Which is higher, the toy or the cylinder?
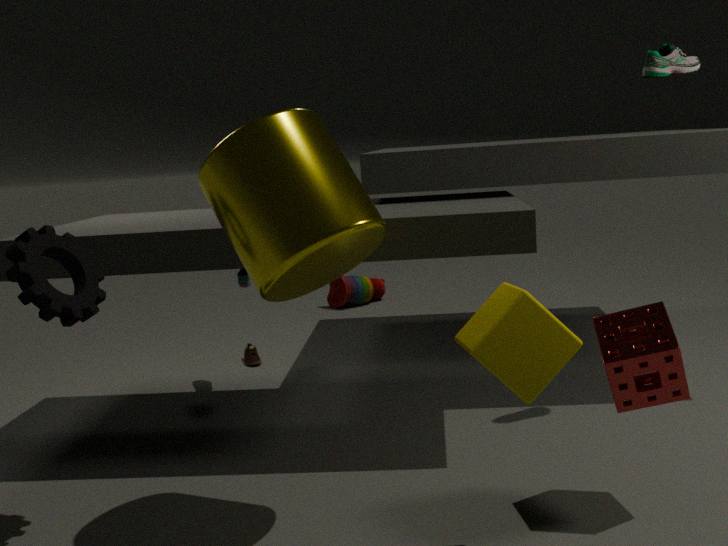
the cylinder
